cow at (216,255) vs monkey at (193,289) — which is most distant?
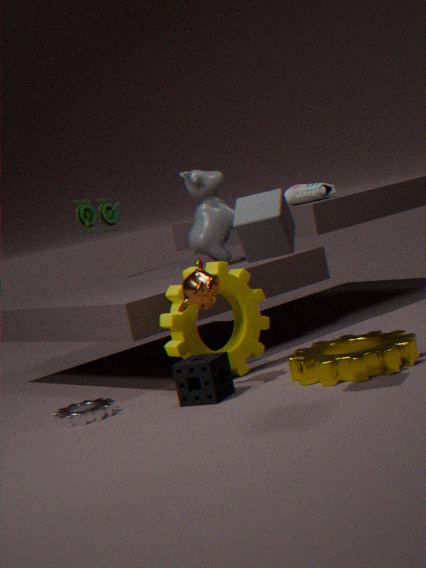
cow at (216,255)
